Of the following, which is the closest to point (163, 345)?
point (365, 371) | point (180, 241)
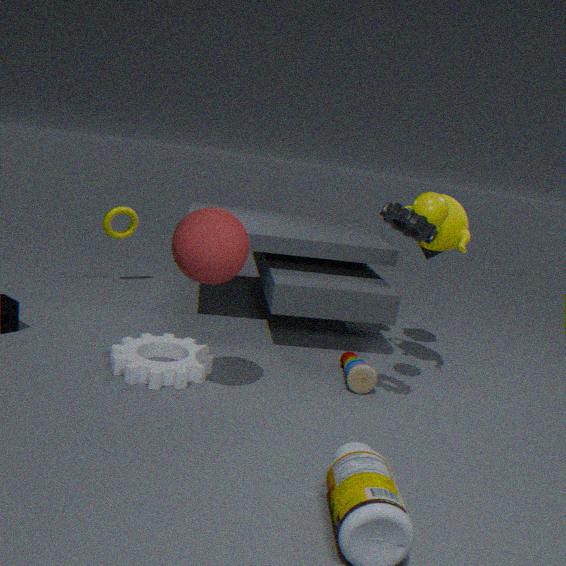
point (180, 241)
